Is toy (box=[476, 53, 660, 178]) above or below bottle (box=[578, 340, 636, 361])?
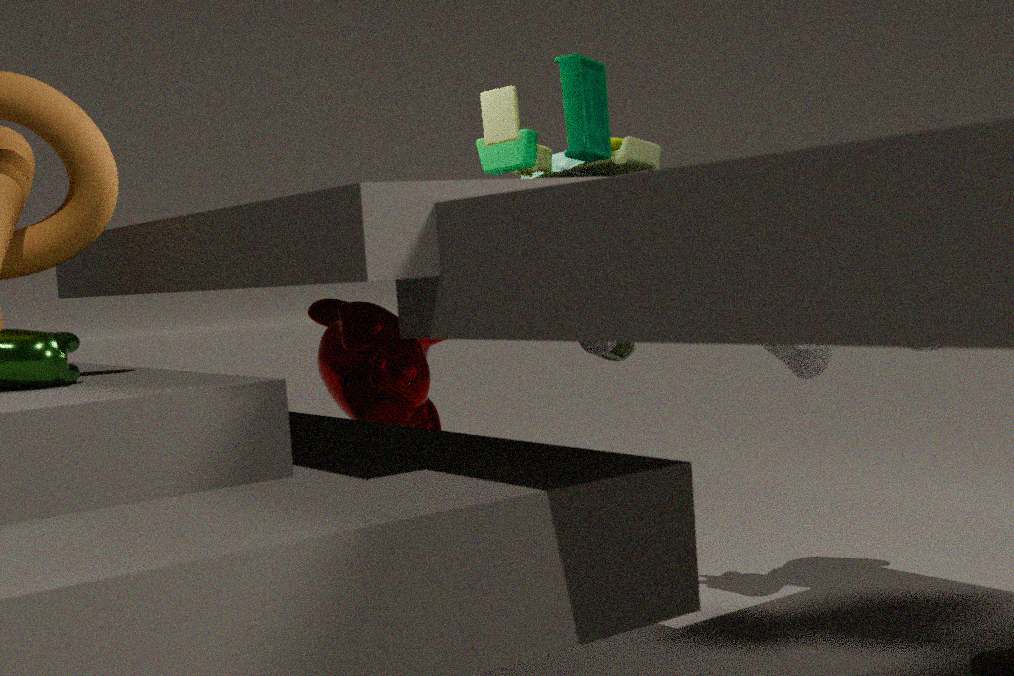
above
